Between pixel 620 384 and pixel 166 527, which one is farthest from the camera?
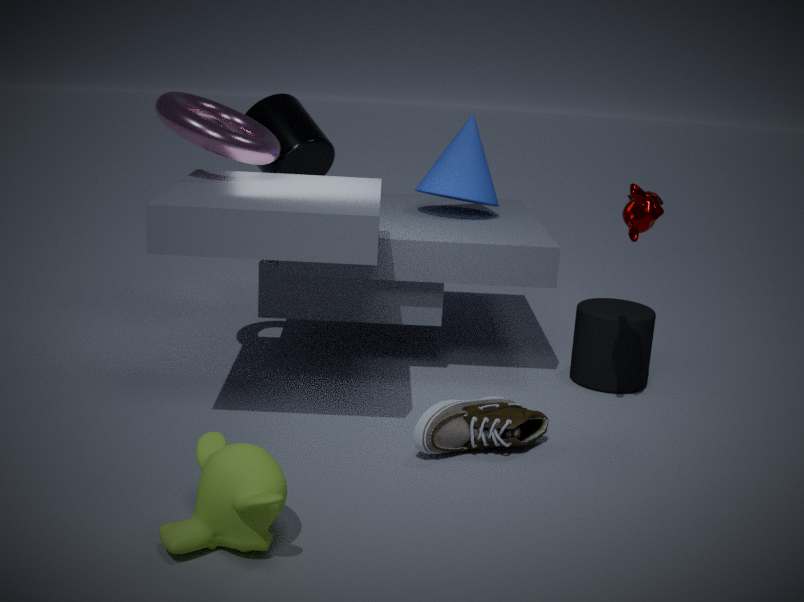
pixel 620 384
